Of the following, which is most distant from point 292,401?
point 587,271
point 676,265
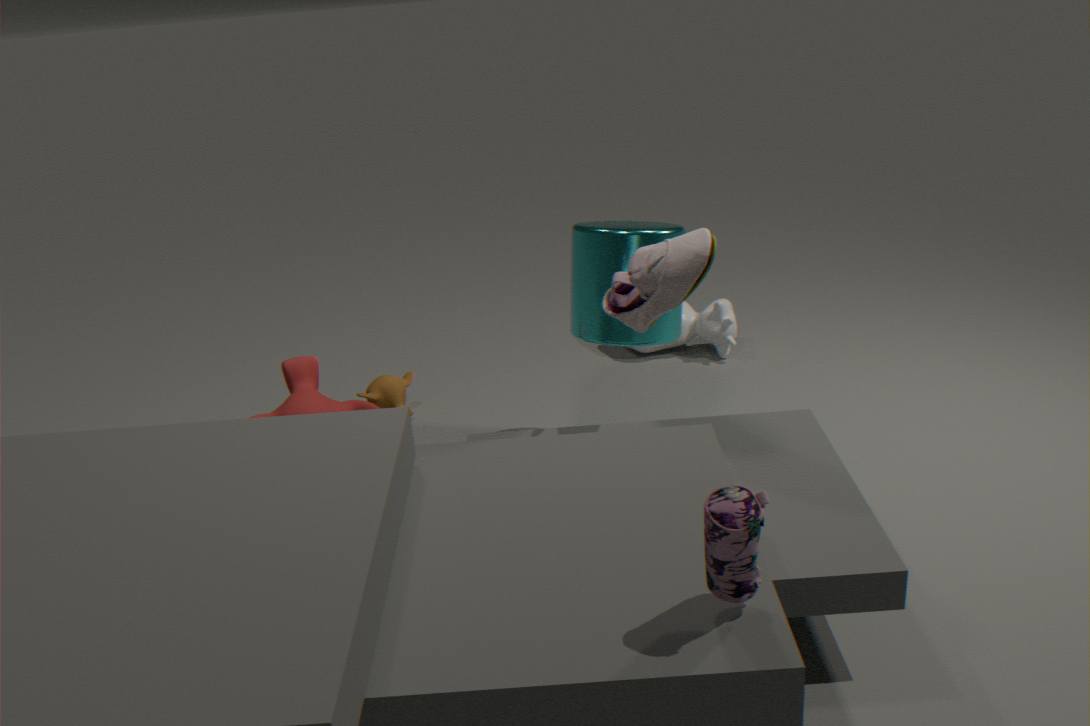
point 676,265
